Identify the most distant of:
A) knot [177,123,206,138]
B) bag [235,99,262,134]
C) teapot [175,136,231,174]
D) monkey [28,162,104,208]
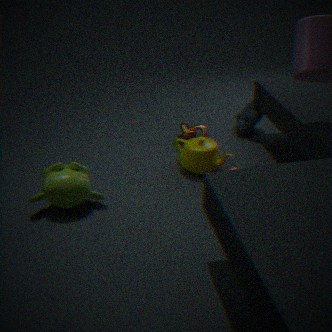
bag [235,99,262,134]
